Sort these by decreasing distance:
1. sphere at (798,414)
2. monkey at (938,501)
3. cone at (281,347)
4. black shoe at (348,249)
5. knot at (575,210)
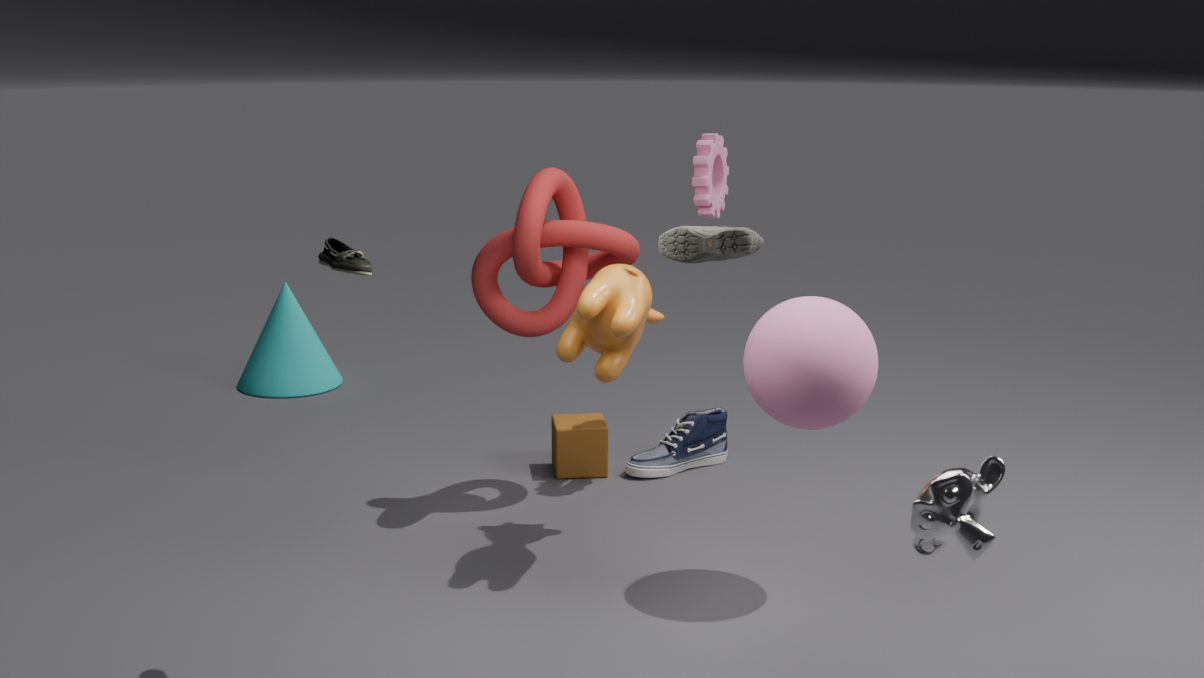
cone at (281,347) < knot at (575,210) < sphere at (798,414) < black shoe at (348,249) < monkey at (938,501)
